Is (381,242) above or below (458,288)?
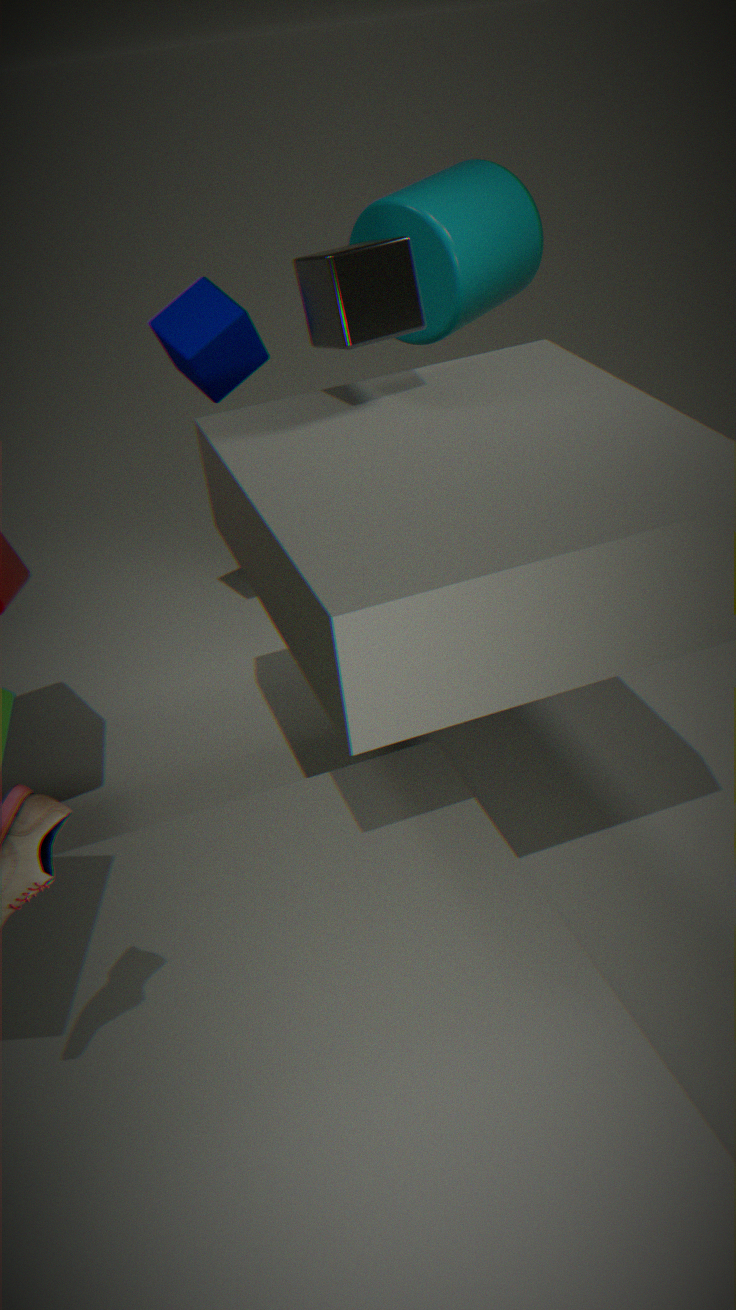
above
